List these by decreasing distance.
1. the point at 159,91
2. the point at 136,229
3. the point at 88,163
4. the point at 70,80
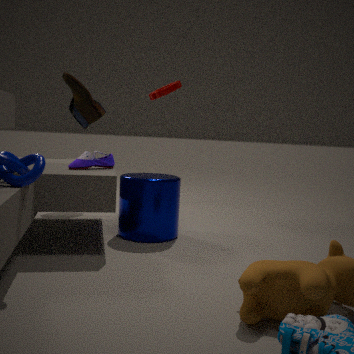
1. the point at 159,91
2. the point at 70,80
3. the point at 136,229
4. the point at 88,163
